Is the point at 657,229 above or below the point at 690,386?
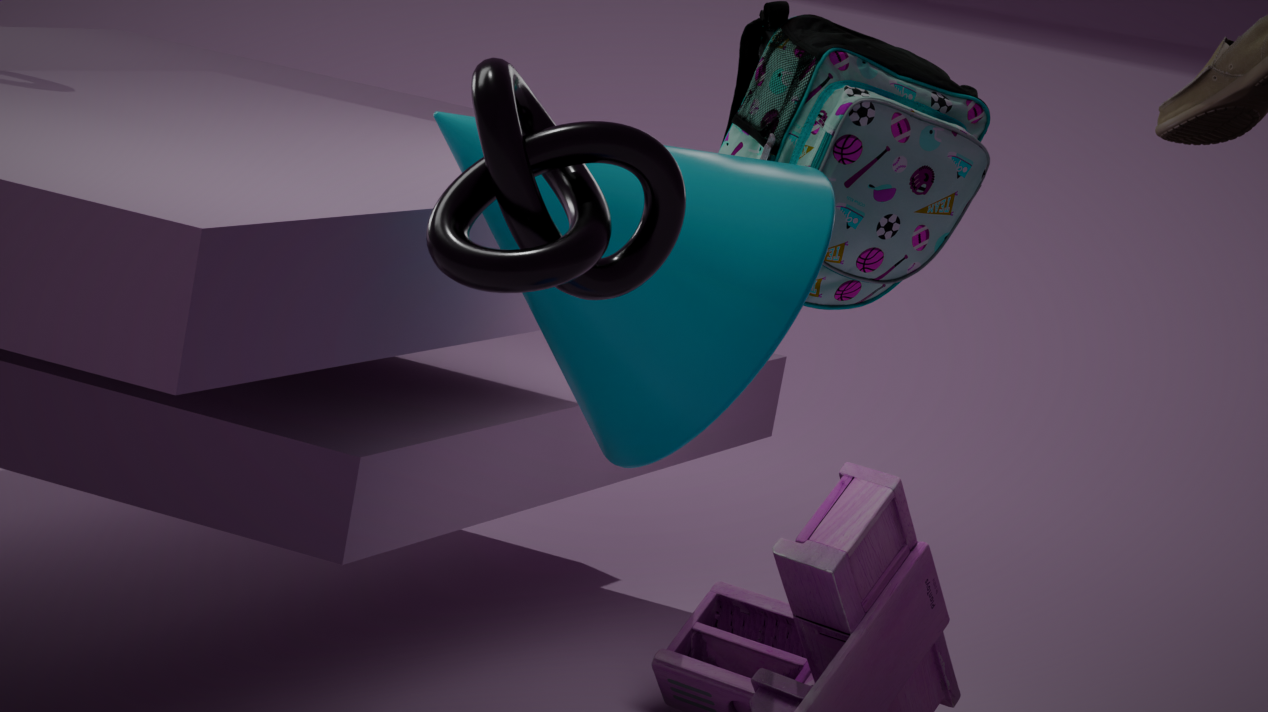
above
